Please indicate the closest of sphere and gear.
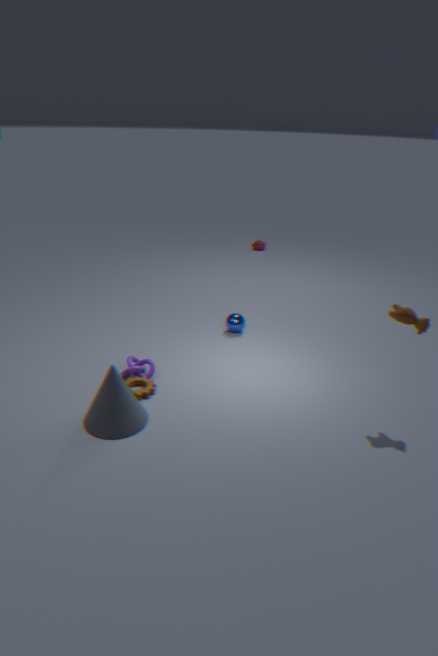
gear
